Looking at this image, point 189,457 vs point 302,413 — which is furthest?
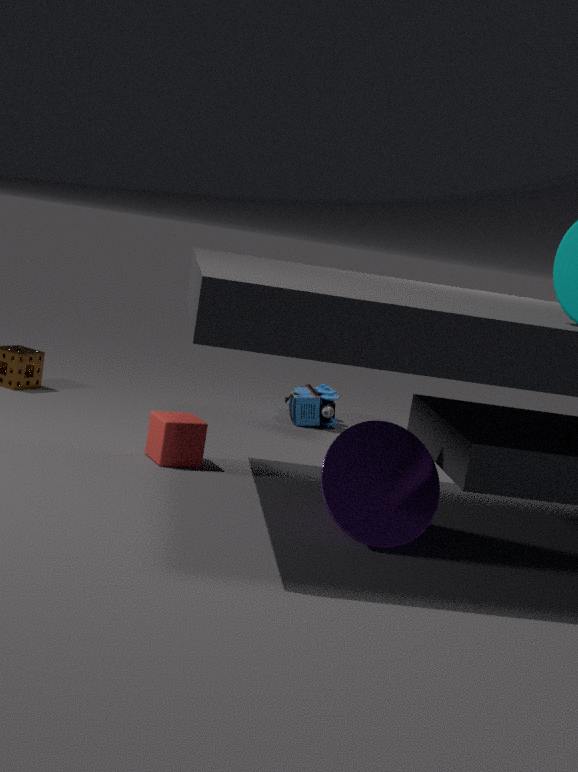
point 302,413
